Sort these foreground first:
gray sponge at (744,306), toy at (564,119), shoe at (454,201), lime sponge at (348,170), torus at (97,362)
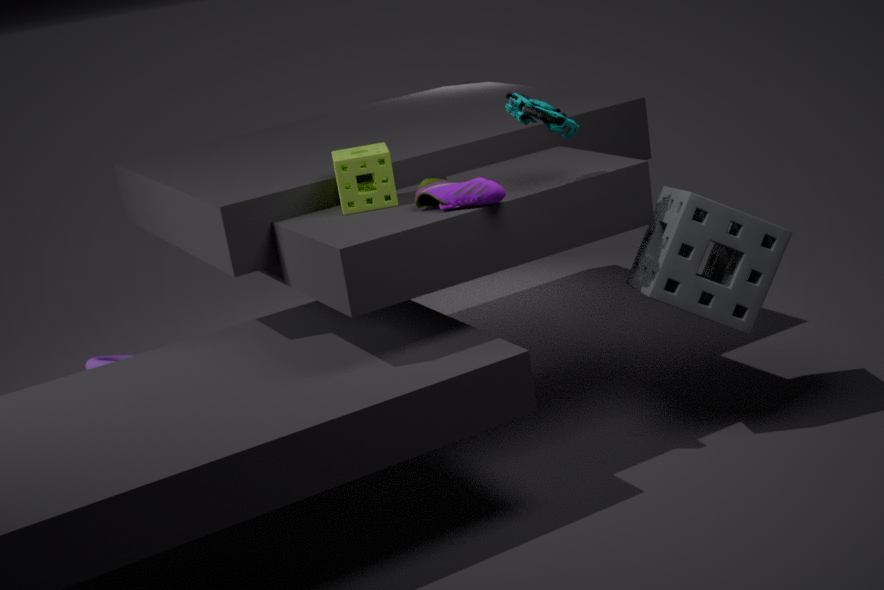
toy at (564,119) → shoe at (454,201) → gray sponge at (744,306) → lime sponge at (348,170) → torus at (97,362)
